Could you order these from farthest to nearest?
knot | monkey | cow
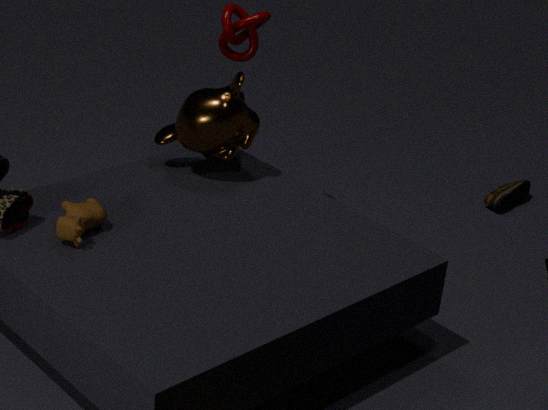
knot, monkey, cow
